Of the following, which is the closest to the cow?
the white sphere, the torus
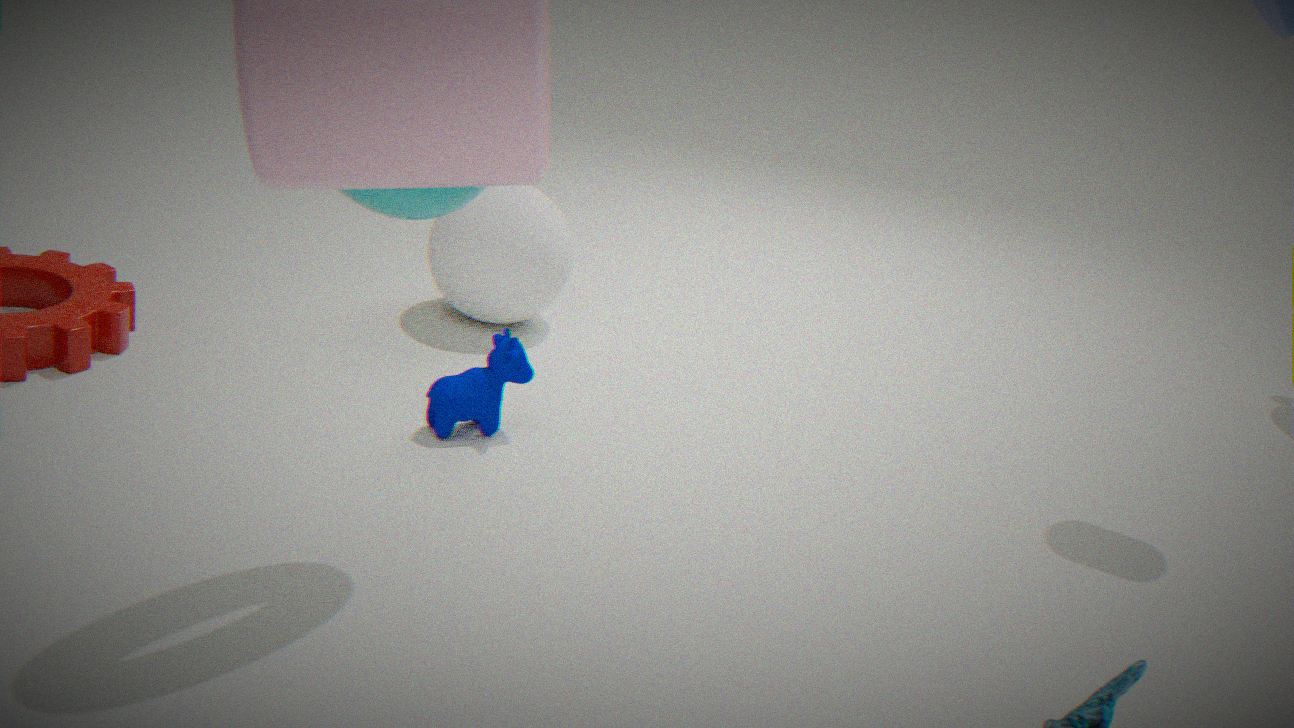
the white sphere
